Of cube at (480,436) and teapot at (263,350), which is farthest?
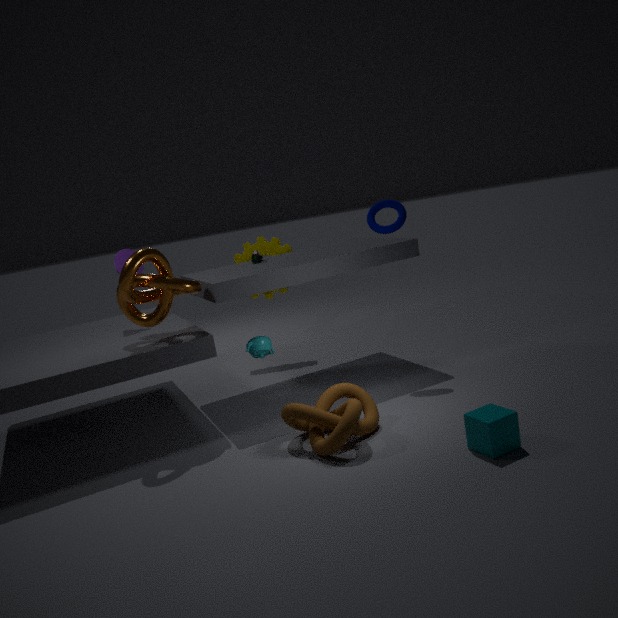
teapot at (263,350)
